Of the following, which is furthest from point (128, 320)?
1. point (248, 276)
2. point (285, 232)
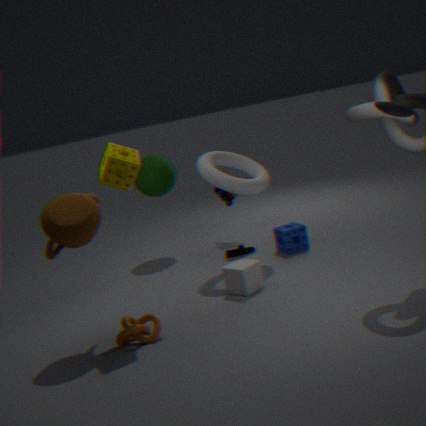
point (285, 232)
